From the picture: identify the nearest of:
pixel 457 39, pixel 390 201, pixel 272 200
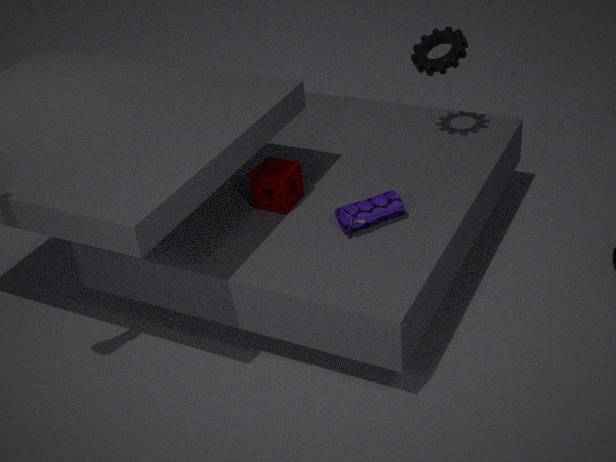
pixel 390 201
